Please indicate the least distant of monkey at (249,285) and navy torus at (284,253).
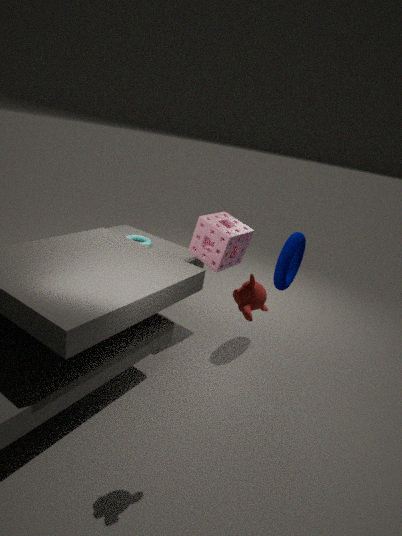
monkey at (249,285)
